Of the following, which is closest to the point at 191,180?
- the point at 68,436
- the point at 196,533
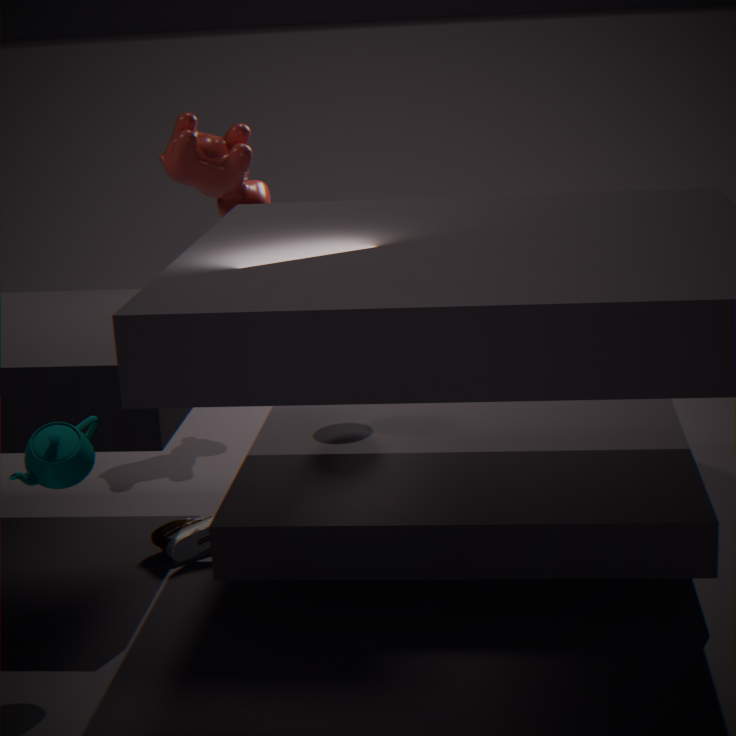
the point at 196,533
